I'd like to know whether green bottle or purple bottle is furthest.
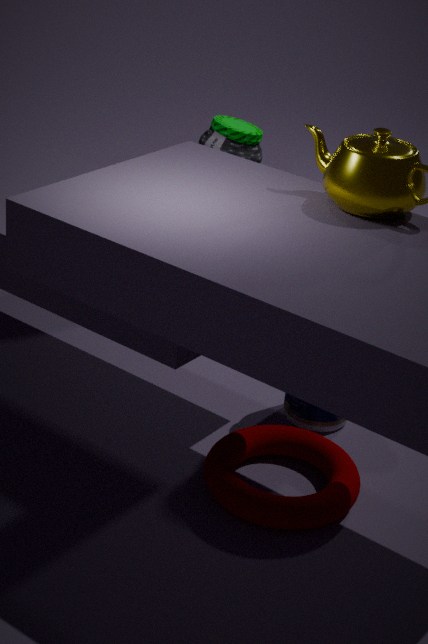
green bottle
